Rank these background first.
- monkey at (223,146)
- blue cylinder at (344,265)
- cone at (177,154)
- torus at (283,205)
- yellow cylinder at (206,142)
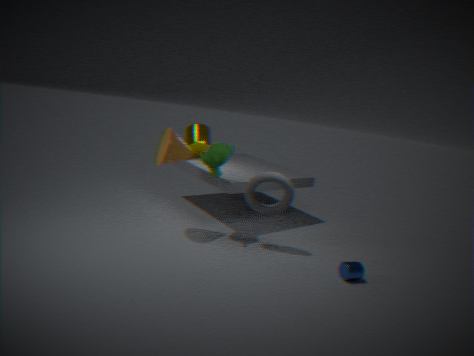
1. yellow cylinder at (206,142)
2. monkey at (223,146)
3. torus at (283,205)
4. cone at (177,154)
5. blue cylinder at (344,265)
